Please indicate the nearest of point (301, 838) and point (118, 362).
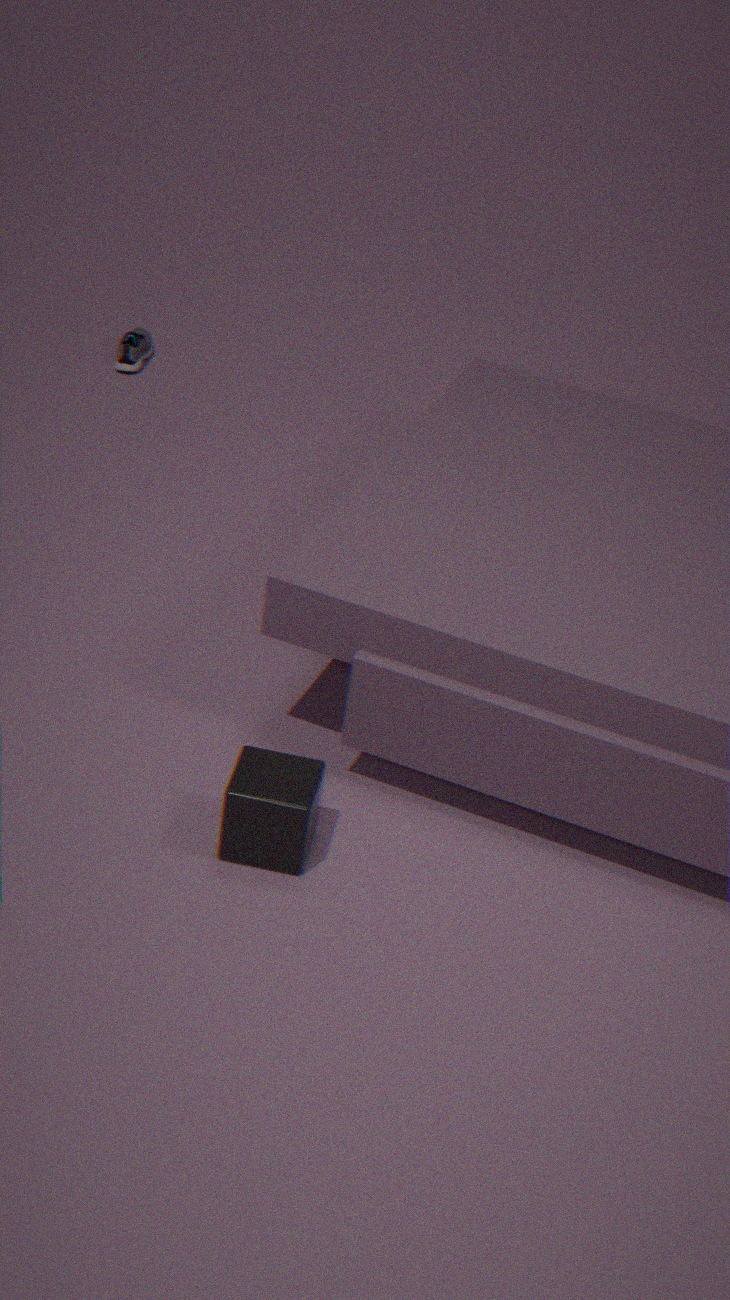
point (301, 838)
